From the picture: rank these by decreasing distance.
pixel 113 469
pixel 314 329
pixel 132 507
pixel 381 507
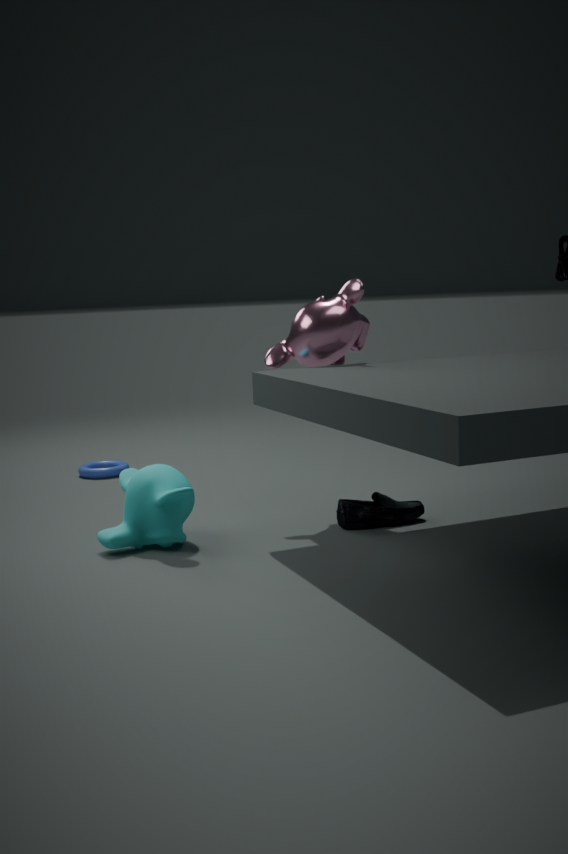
1. pixel 113 469
2. pixel 381 507
3. pixel 314 329
4. pixel 132 507
